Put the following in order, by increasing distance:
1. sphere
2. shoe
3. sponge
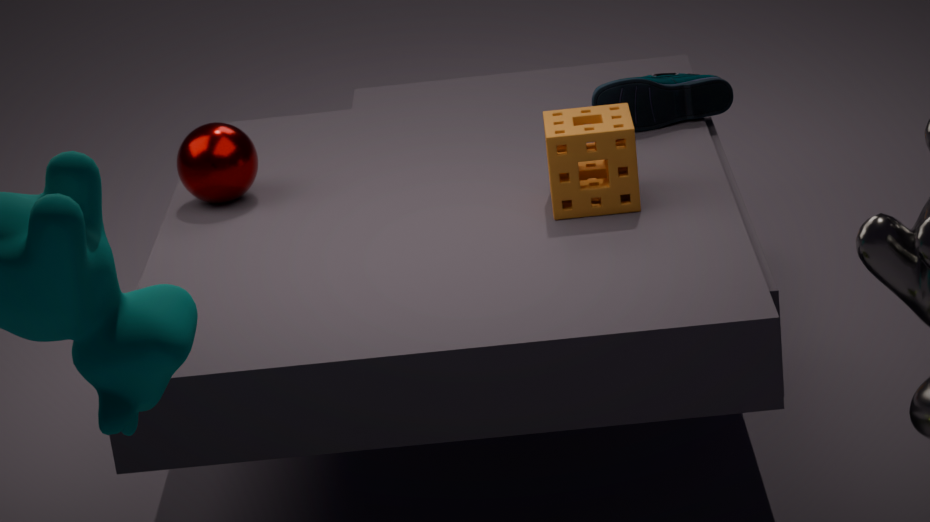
sponge < sphere < shoe
